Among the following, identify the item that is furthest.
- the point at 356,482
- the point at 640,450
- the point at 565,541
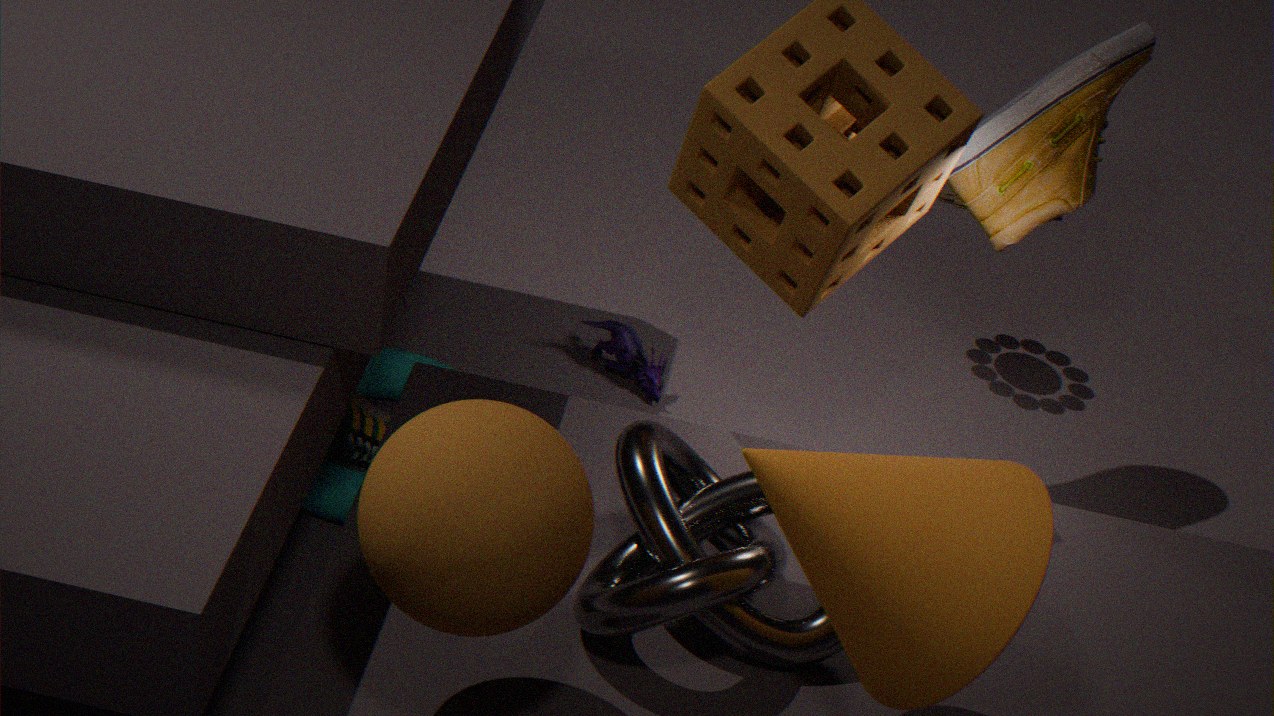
the point at 356,482
